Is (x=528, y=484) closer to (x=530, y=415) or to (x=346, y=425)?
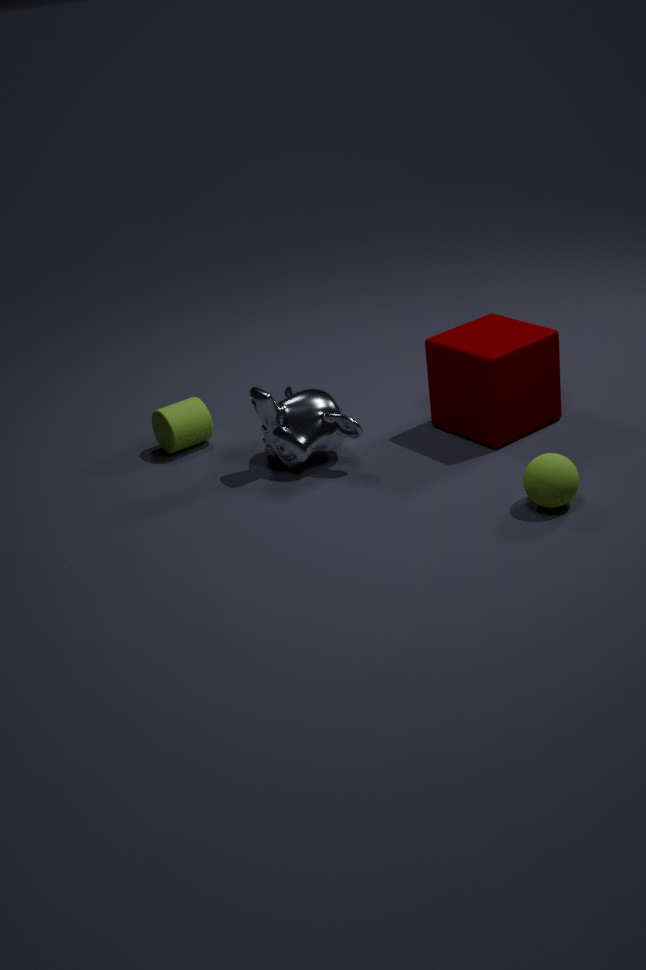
(x=530, y=415)
